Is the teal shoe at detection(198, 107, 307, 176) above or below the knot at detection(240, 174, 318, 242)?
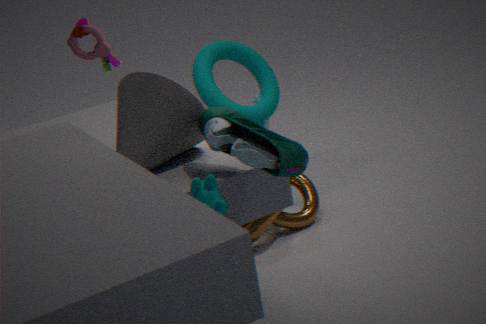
above
